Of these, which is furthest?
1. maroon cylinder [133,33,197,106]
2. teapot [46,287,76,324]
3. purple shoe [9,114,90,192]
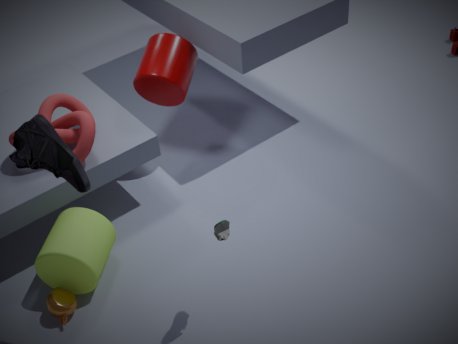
maroon cylinder [133,33,197,106]
